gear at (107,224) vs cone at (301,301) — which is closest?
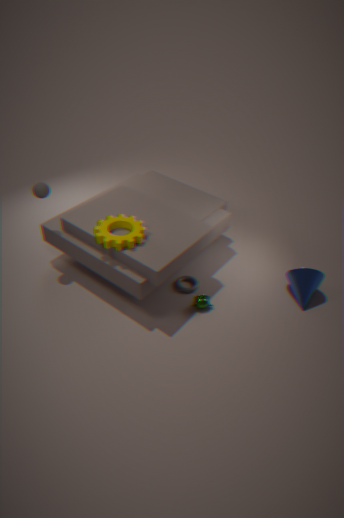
gear at (107,224)
